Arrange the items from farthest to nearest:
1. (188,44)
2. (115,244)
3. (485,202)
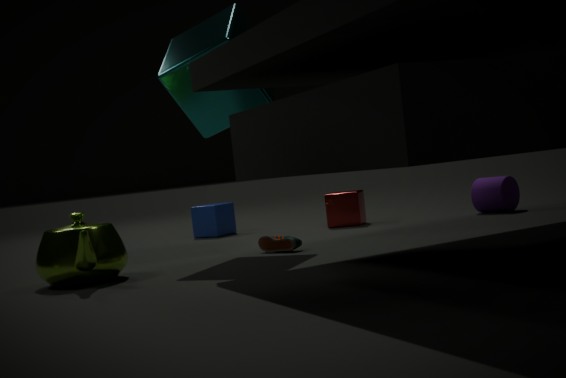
(485,202) < (188,44) < (115,244)
